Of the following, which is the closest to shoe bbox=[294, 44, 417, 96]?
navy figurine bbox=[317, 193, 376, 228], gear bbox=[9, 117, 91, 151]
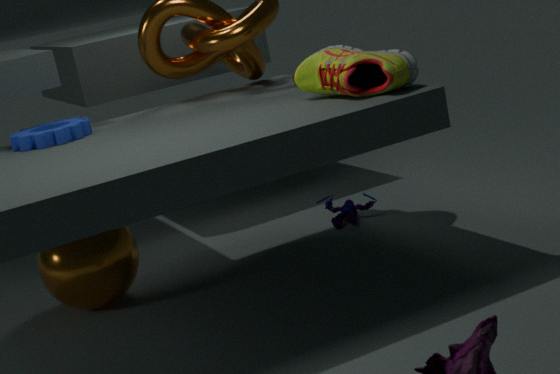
gear bbox=[9, 117, 91, 151]
